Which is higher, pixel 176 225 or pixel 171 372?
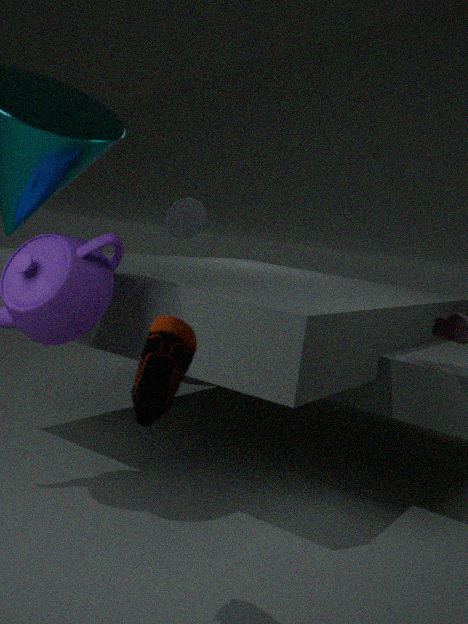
pixel 176 225
